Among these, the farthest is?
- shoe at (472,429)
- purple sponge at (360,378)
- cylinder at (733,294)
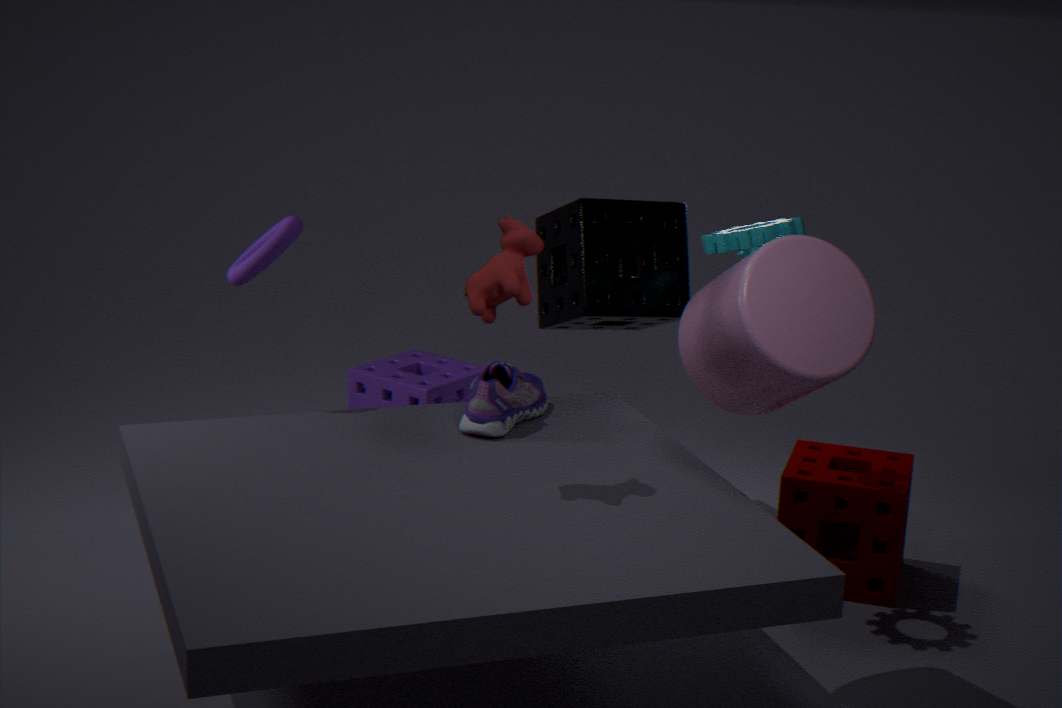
purple sponge at (360,378)
